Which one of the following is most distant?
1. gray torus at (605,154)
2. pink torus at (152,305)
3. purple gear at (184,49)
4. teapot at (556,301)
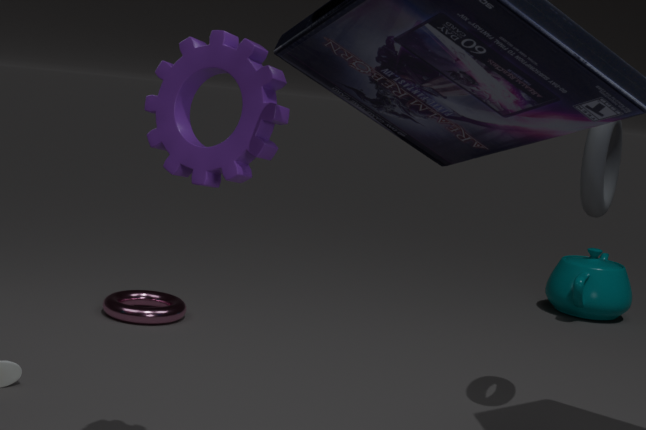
teapot at (556,301)
